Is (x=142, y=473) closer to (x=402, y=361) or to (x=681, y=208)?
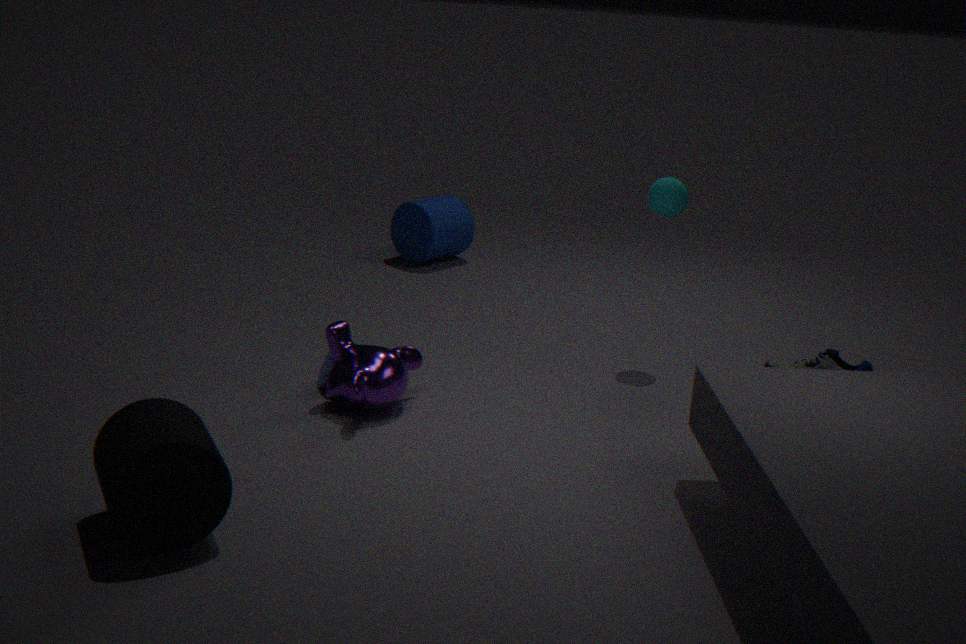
(x=402, y=361)
